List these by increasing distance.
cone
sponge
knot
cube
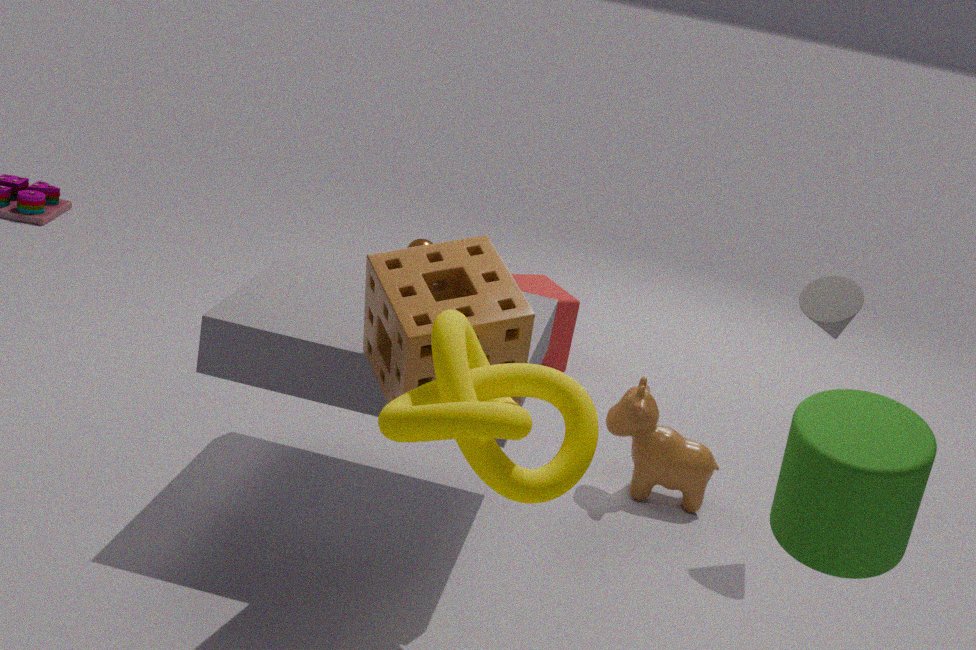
knot → sponge → cone → cube
